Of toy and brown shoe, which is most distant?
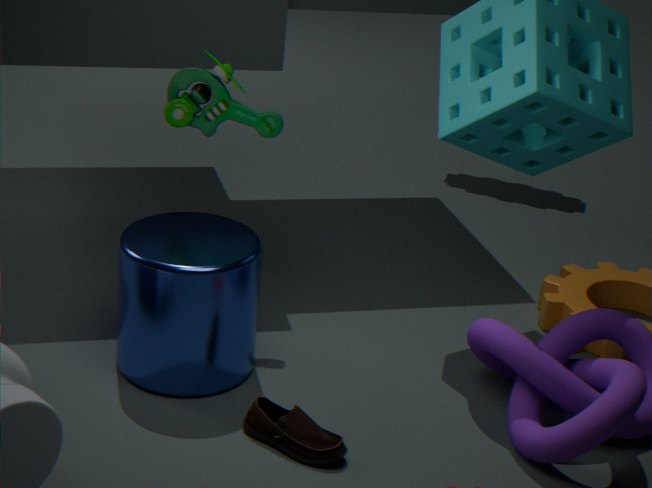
toy
